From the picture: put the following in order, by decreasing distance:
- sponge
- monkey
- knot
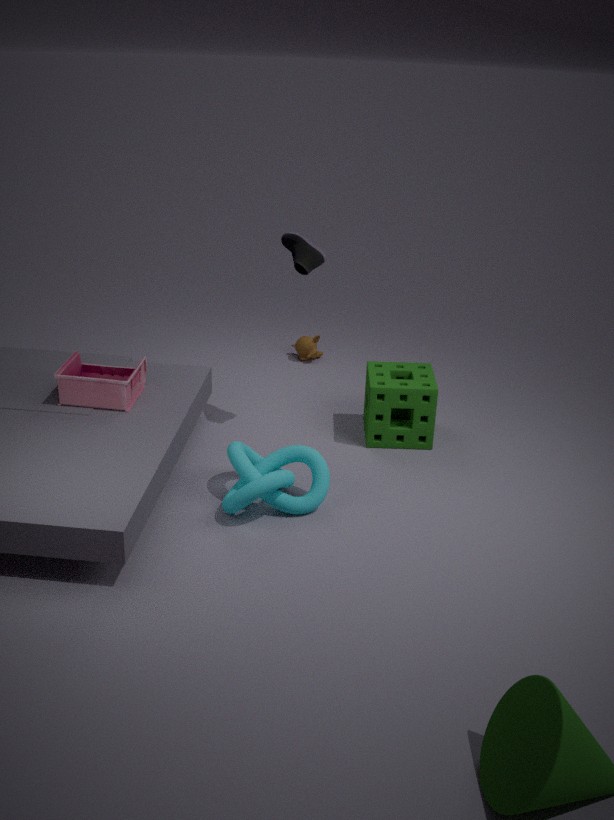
monkey, sponge, knot
